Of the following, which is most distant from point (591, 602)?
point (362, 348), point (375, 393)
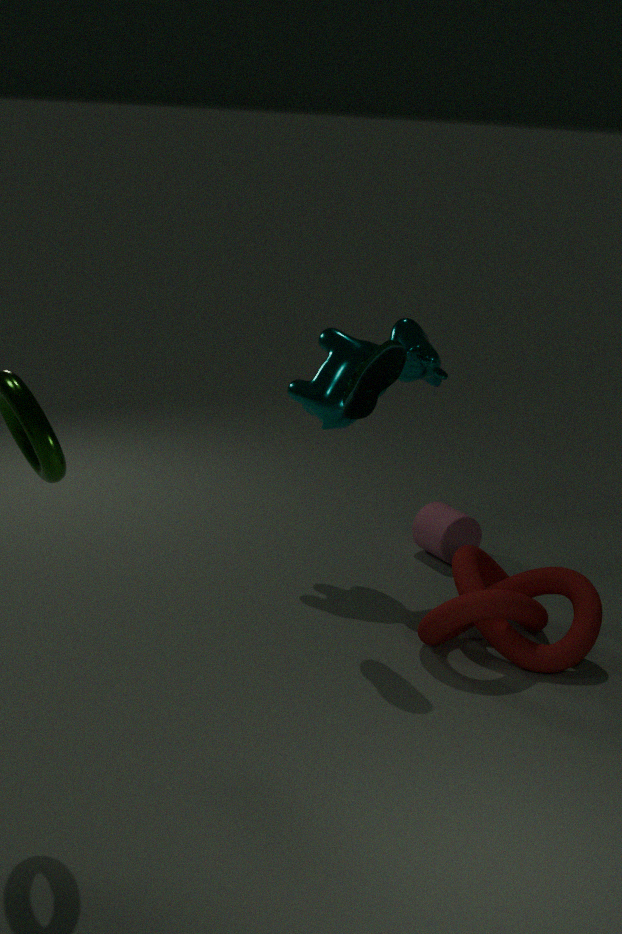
point (362, 348)
